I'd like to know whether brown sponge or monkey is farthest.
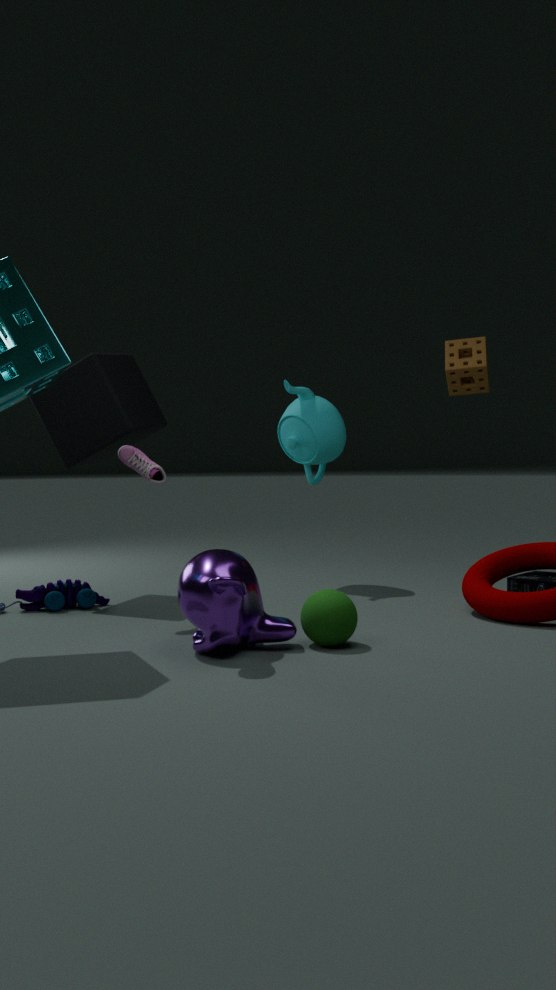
brown sponge
